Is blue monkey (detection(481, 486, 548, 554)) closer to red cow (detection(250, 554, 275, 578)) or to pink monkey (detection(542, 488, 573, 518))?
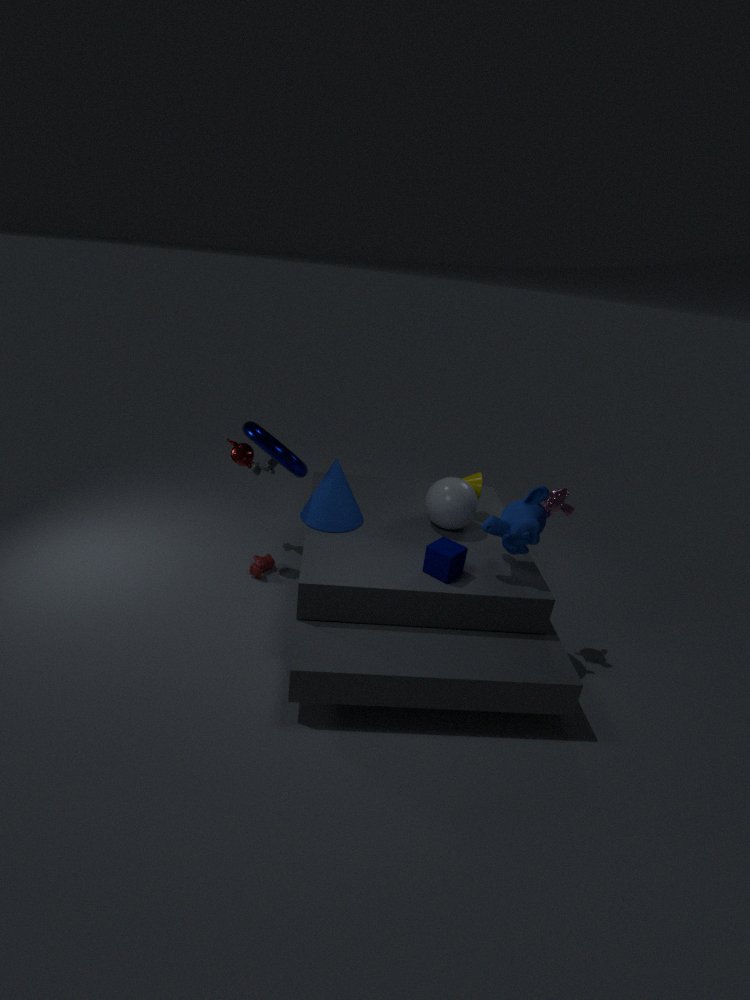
pink monkey (detection(542, 488, 573, 518))
